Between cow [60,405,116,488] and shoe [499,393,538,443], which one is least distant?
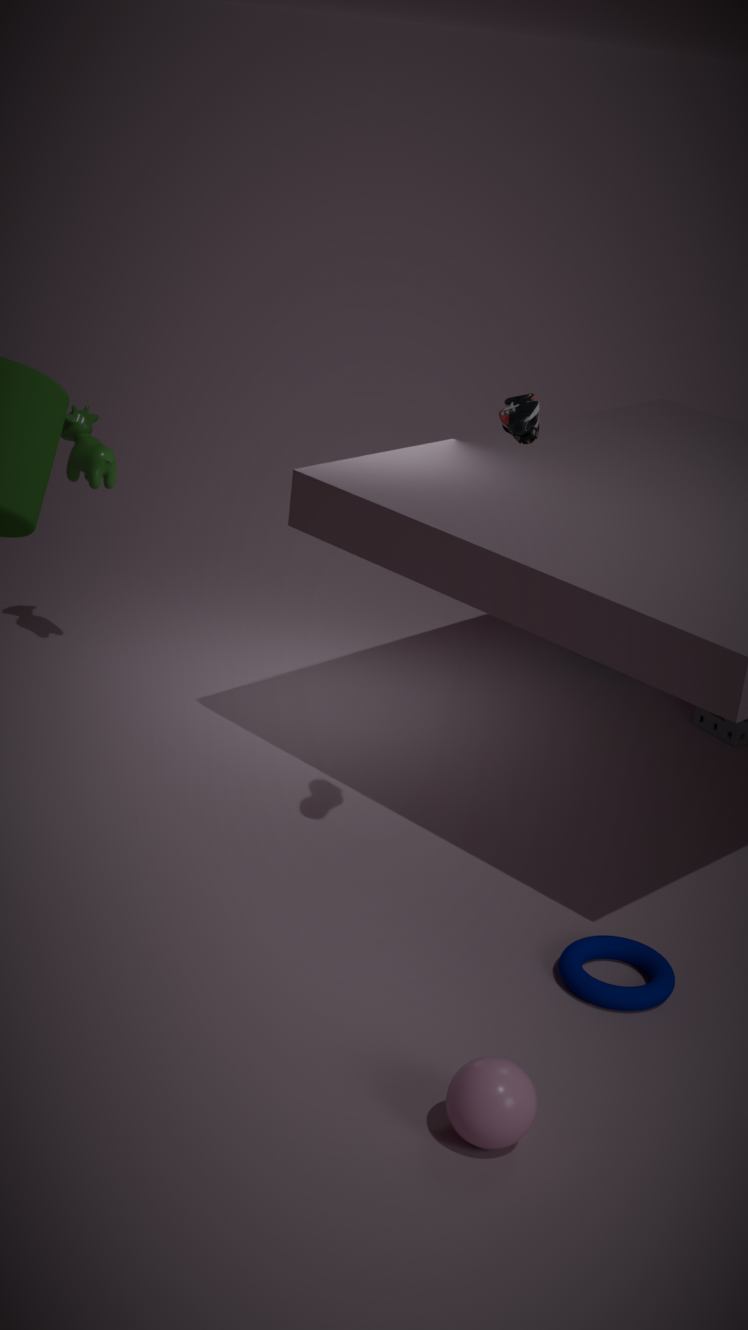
shoe [499,393,538,443]
